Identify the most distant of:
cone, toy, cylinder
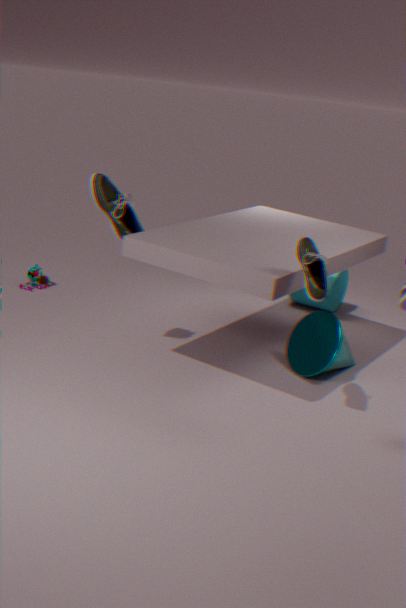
cylinder
